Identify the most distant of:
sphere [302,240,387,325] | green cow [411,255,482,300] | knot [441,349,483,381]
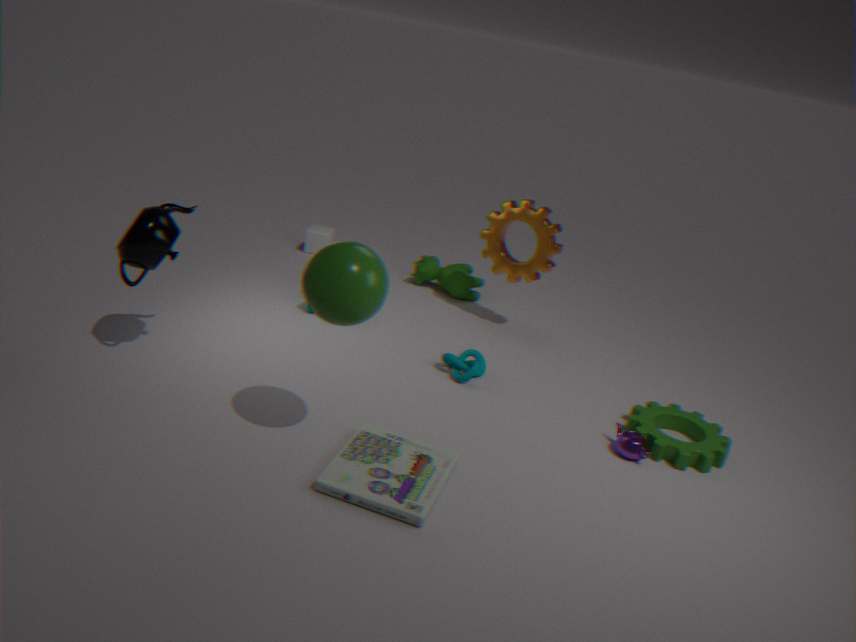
green cow [411,255,482,300]
